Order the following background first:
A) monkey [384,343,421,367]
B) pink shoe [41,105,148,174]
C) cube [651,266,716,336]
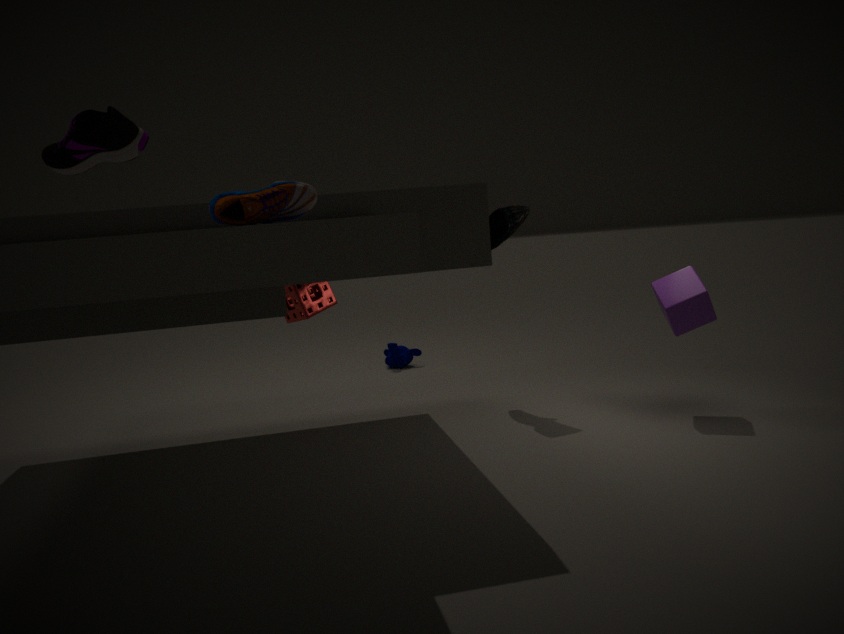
1. monkey [384,343,421,367]
2. cube [651,266,716,336]
3. pink shoe [41,105,148,174]
